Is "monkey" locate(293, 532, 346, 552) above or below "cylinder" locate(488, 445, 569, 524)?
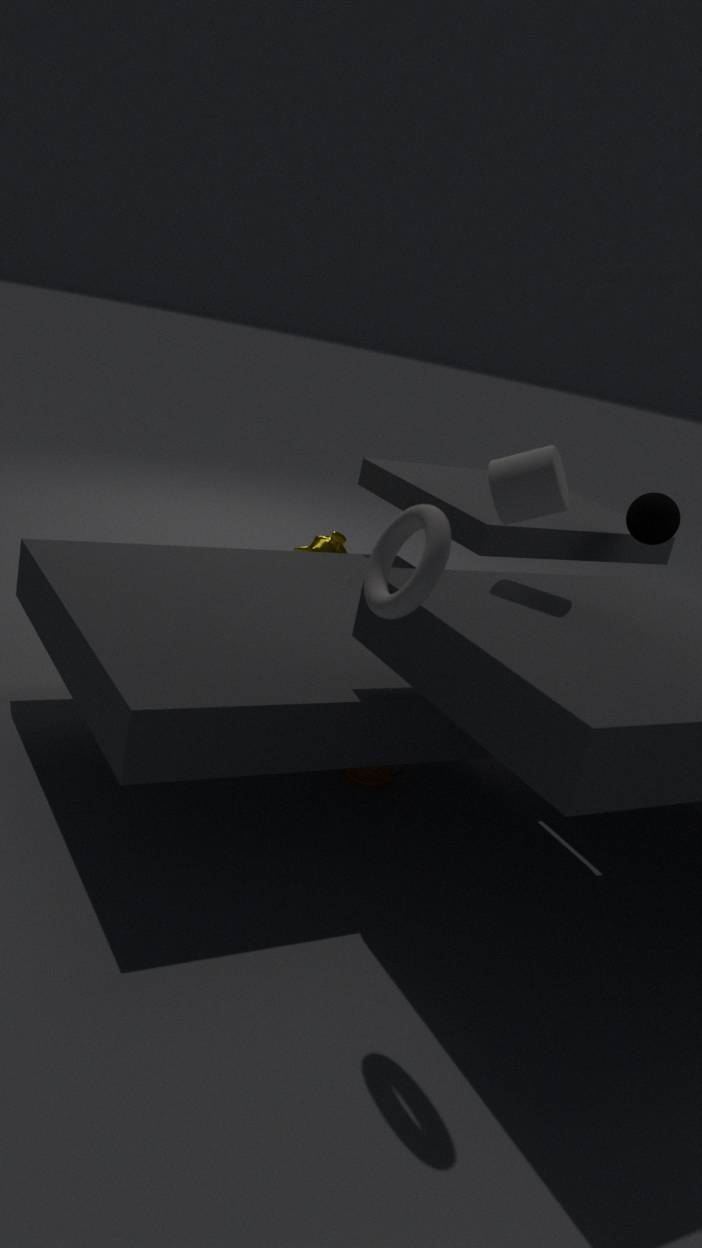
below
